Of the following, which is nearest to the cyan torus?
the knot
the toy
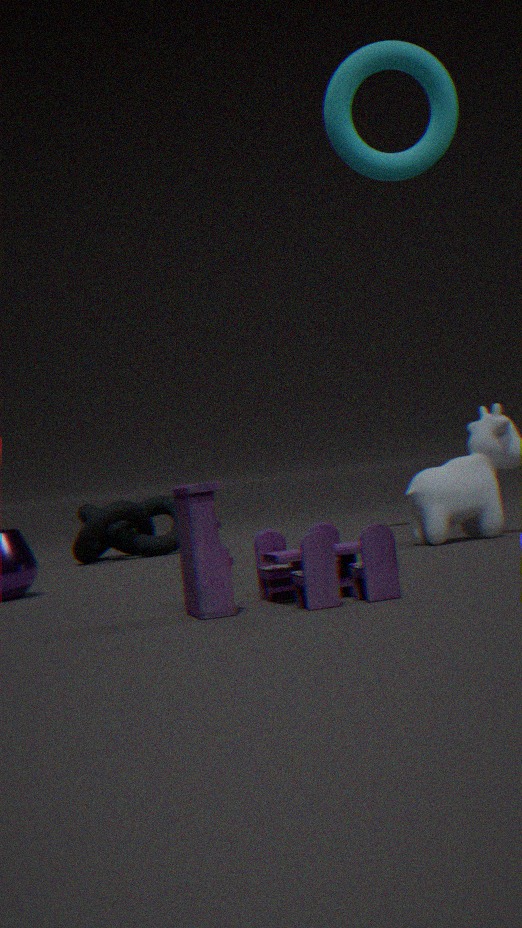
the knot
